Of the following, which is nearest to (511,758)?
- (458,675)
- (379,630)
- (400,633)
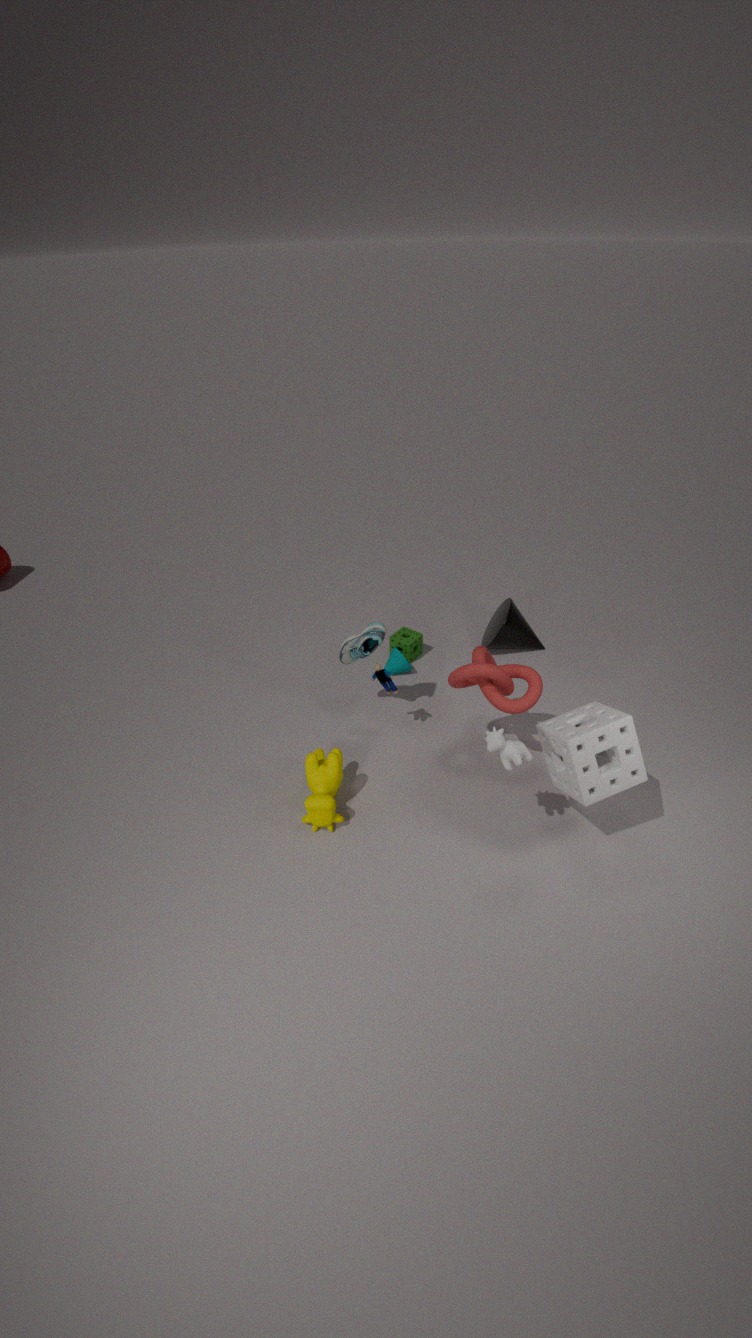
(458,675)
